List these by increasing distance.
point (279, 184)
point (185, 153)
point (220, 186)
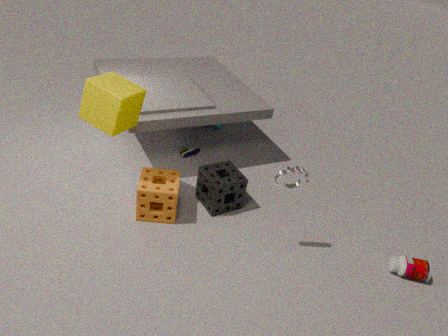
1. point (279, 184)
2. point (220, 186)
3. point (185, 153)
